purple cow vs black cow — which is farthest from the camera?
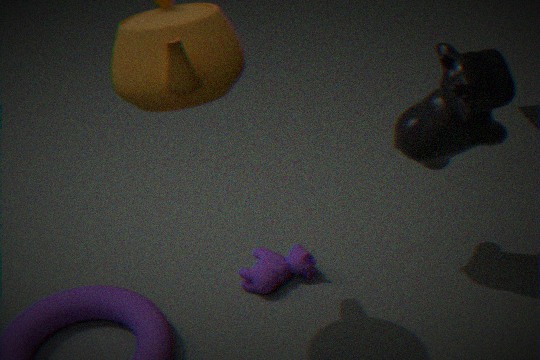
purple cow
